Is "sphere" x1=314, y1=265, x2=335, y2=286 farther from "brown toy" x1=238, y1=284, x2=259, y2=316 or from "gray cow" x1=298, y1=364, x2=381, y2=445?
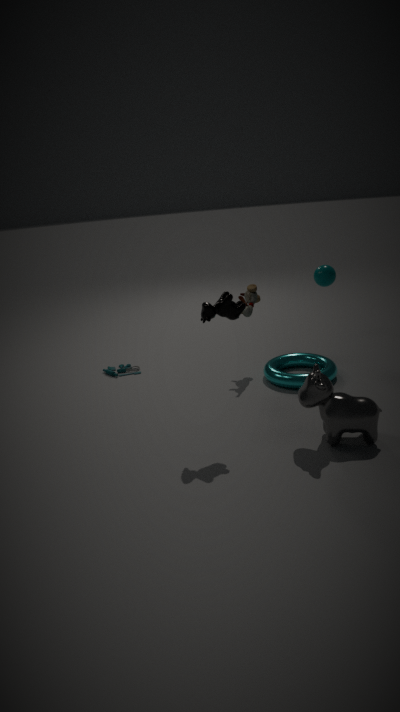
"gray cow" x1=298, y1=364, x2=381, y2=445
